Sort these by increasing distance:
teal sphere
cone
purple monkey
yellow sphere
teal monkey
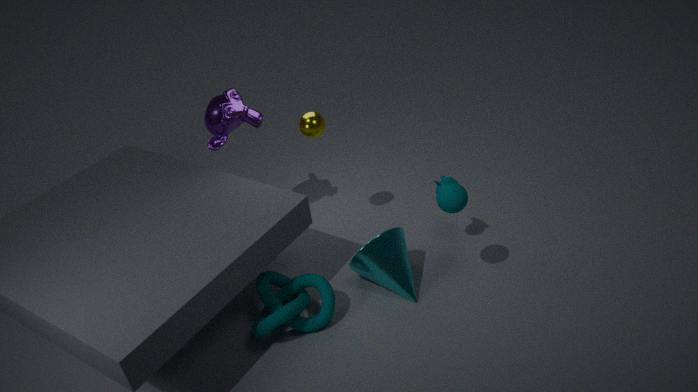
1. teal sphere
2. cone
3. teal monkey
4. yellow sphere
5. purple monkey
